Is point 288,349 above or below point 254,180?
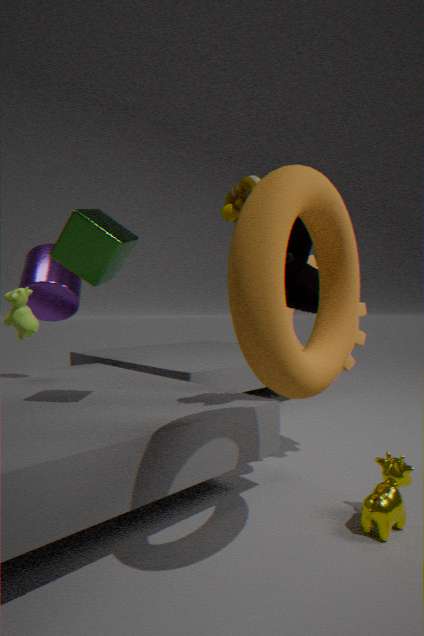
below
